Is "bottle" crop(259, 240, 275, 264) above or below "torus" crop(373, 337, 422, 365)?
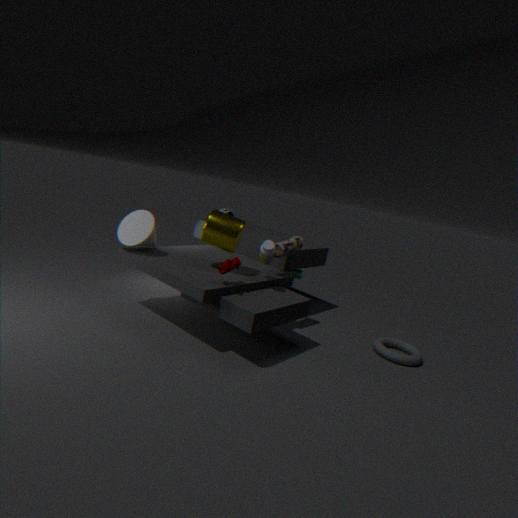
above
